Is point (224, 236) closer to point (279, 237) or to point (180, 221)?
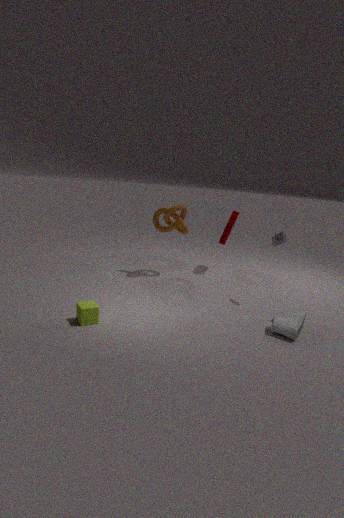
point (180, 221)
